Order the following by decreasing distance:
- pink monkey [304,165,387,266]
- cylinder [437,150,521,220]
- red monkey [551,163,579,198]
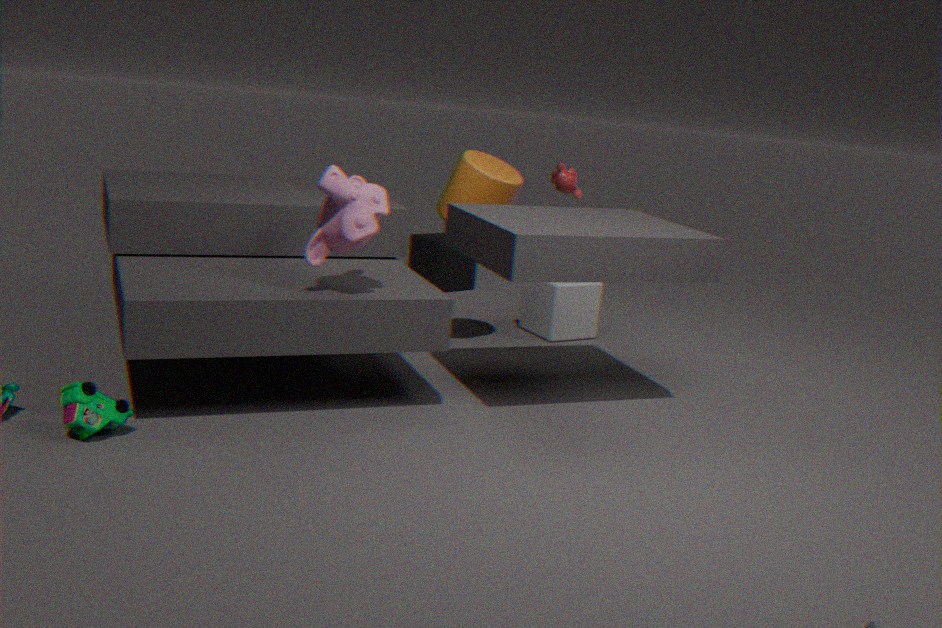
red monkey [551,163,579,198] < cylinder [437,150,521,220] < pink monkey [304,165,387,266]
